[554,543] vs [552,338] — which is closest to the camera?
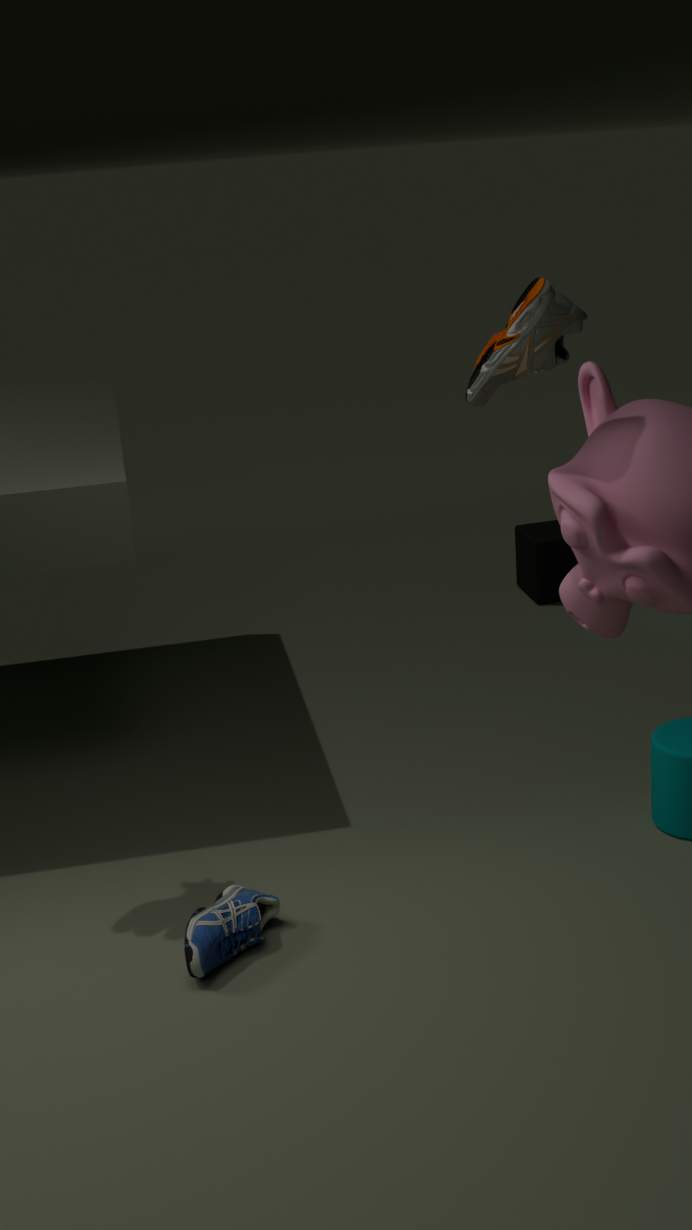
[552,338]
